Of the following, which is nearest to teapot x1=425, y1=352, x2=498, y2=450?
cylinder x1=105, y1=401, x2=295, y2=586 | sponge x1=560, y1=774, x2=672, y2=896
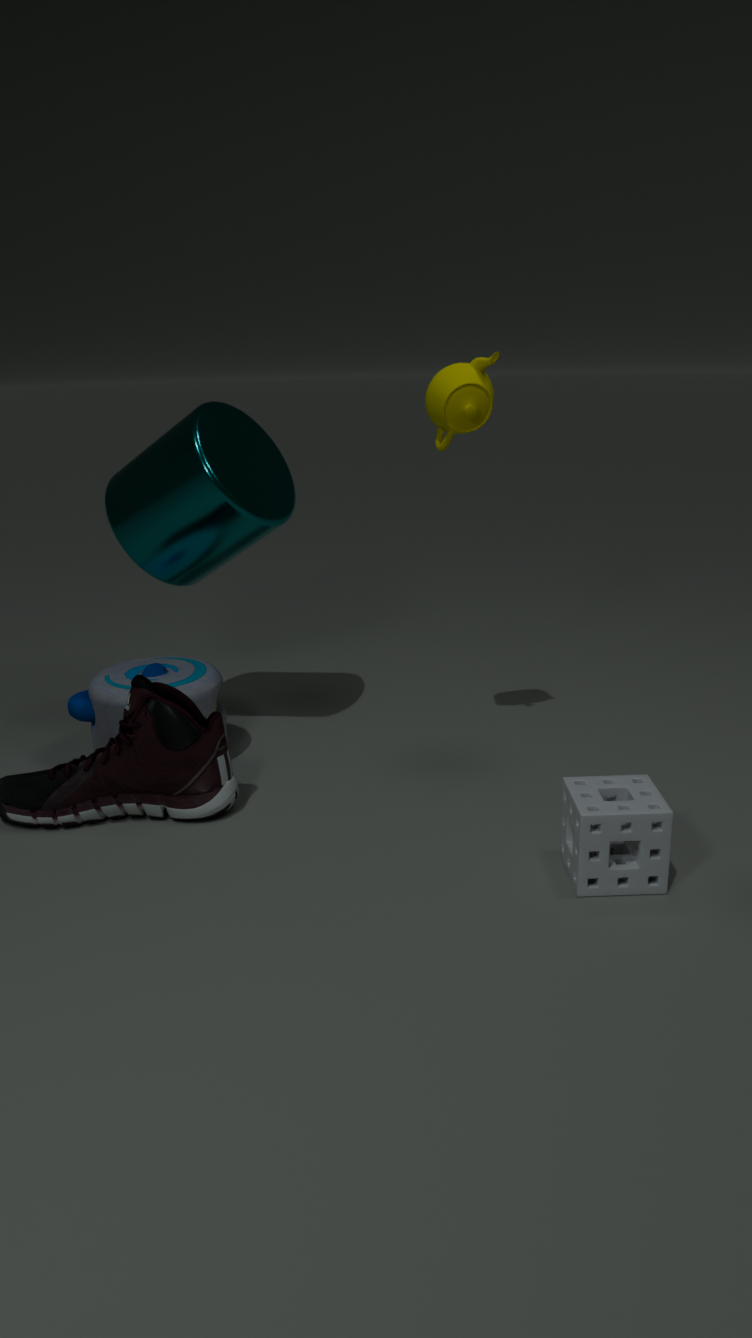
cylinder x1=105, y1=401, x2=295, y2=586
